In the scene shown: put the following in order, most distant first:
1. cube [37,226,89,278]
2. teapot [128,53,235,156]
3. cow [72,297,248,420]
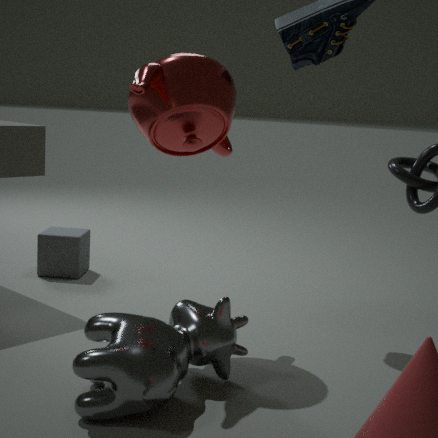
1. cube [37,226,89,278]
2. teapot [128,53,235,156]
3. cow [72,297,248,420]
